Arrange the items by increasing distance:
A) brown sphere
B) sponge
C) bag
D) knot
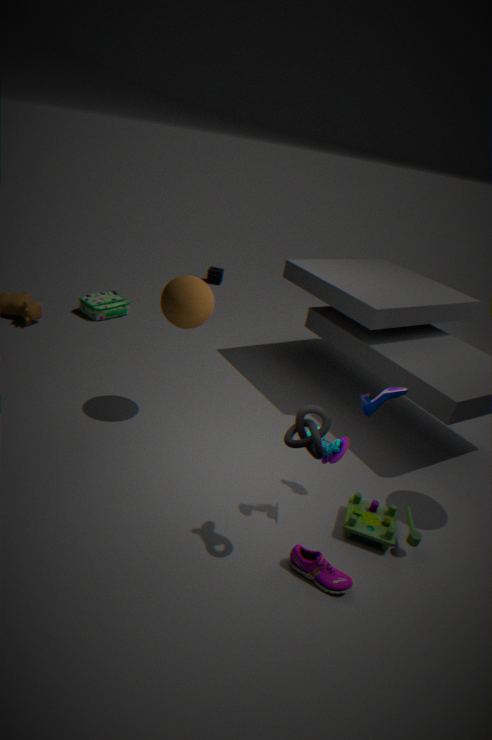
1. knot
2. brown sphere
3. bag
4. sponge
